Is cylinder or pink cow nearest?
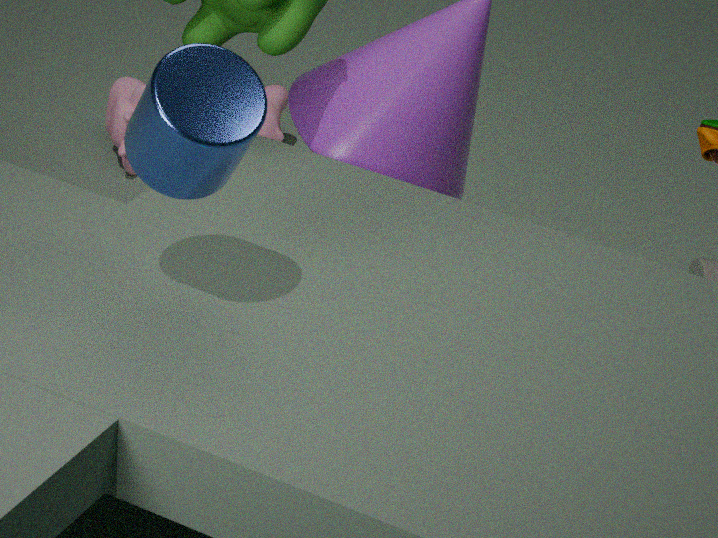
cylinder
